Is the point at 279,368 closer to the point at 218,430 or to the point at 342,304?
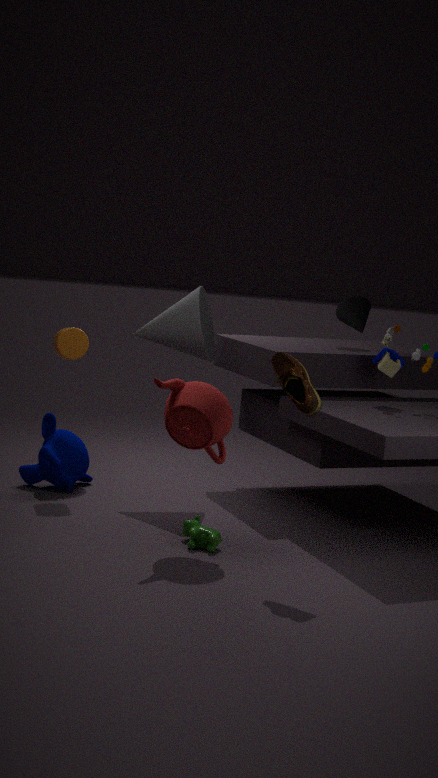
the point at 218,430
